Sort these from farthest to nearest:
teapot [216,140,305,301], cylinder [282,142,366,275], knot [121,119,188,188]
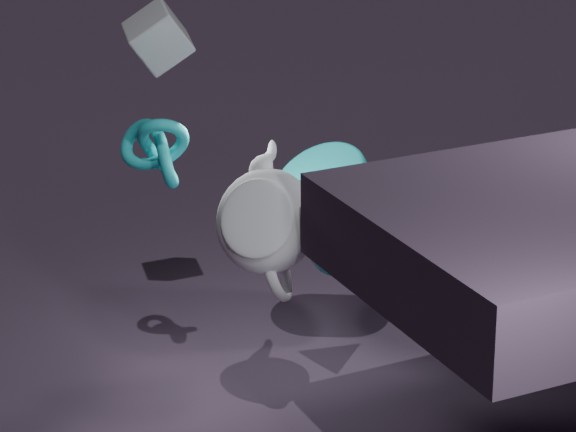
1. cylinder [282,142,366,275]
2. knot [121,119,188,188]
3. teapot [216,140,305,301]
